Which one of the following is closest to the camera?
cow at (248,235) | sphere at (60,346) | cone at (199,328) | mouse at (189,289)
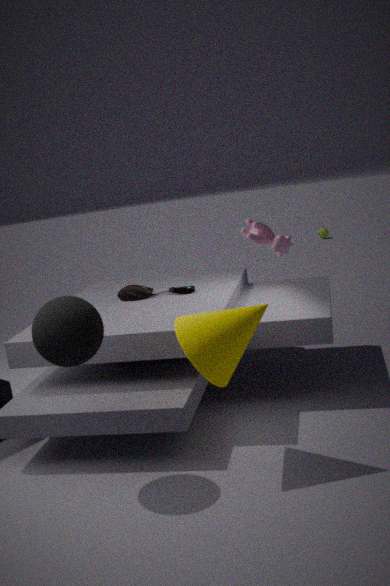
cow at (248,235)
